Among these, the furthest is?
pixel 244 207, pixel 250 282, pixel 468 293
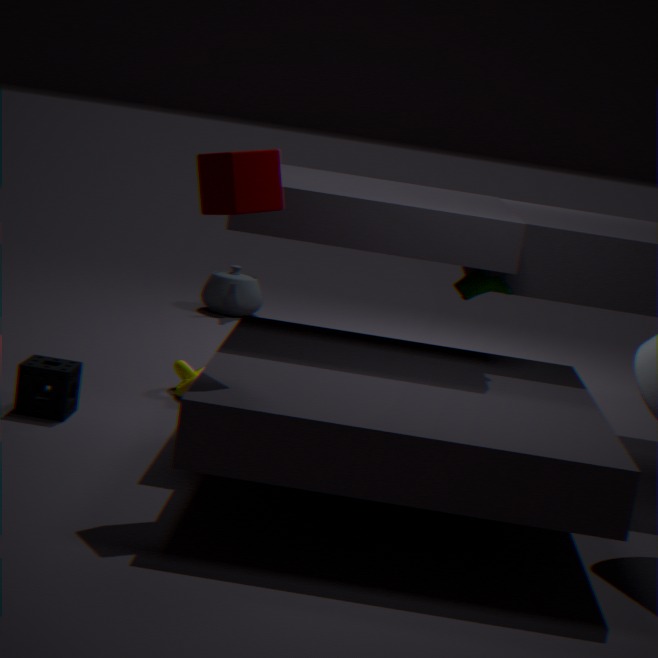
pixel 250 282
